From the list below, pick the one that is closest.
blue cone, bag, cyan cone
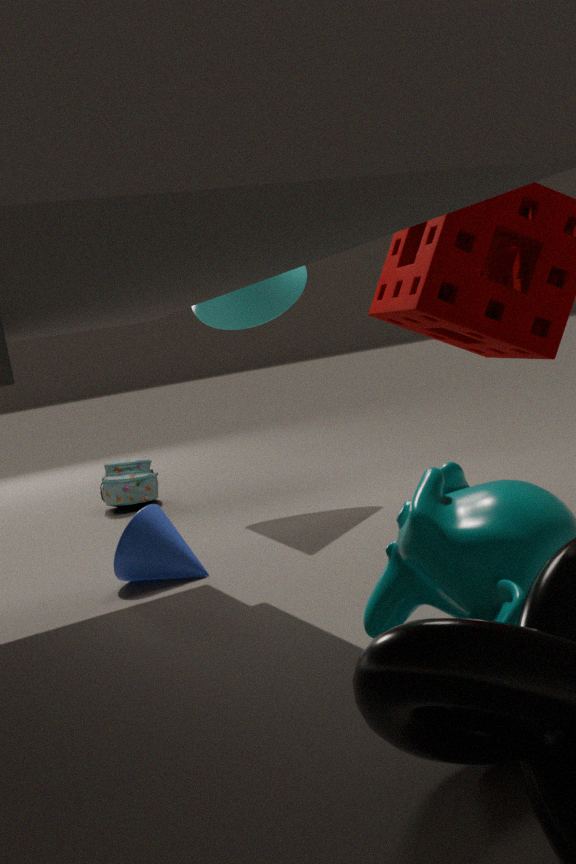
blue cone
